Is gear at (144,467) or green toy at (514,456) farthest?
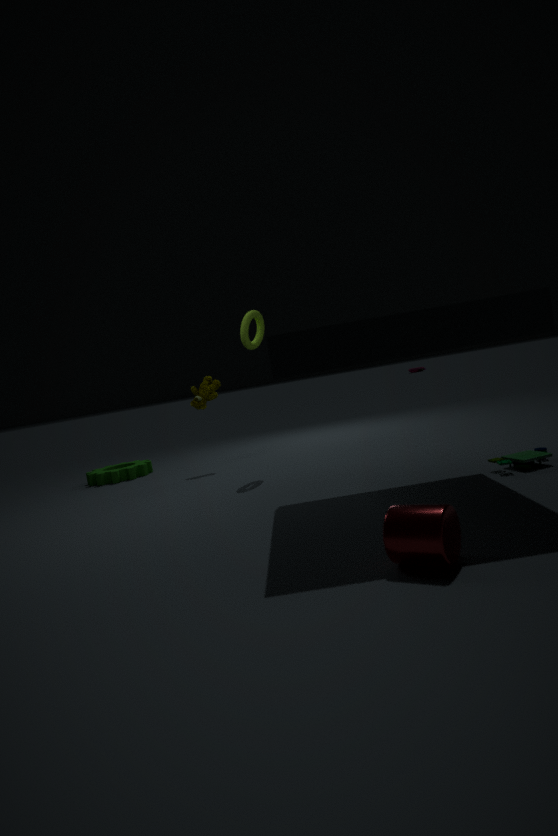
gear at (144,467)
